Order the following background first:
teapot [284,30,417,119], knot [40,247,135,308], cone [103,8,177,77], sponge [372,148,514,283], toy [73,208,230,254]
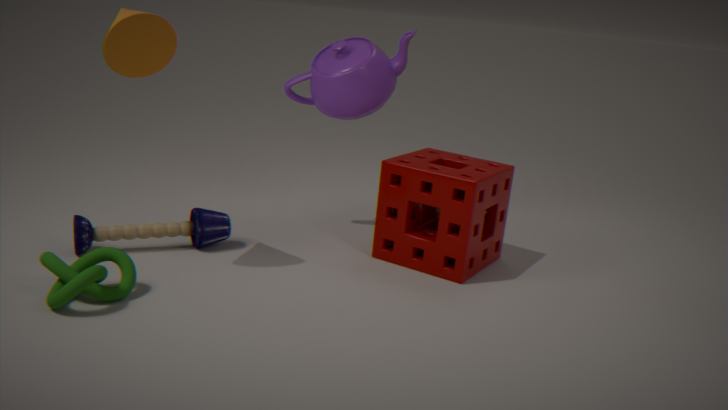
teapot [284,30,417,119] < sponge [372,148,514,283] < toy [73,208,230,254] < cone [103,8,177,77] < knot [40,247,135,308]
